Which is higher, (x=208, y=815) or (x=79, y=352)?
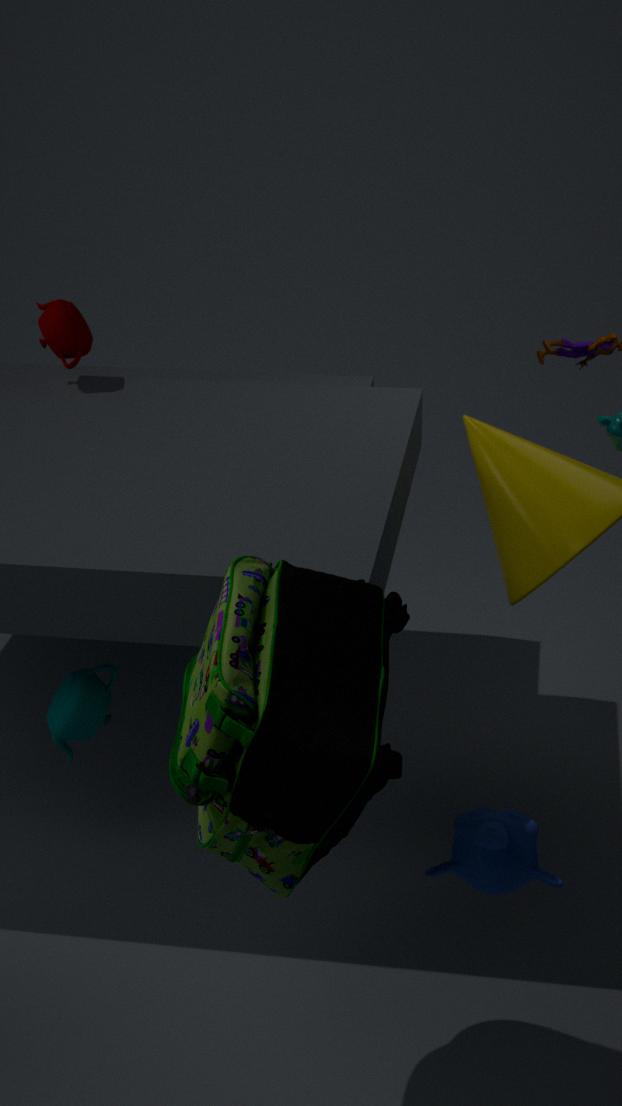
(x=79, y=352)
